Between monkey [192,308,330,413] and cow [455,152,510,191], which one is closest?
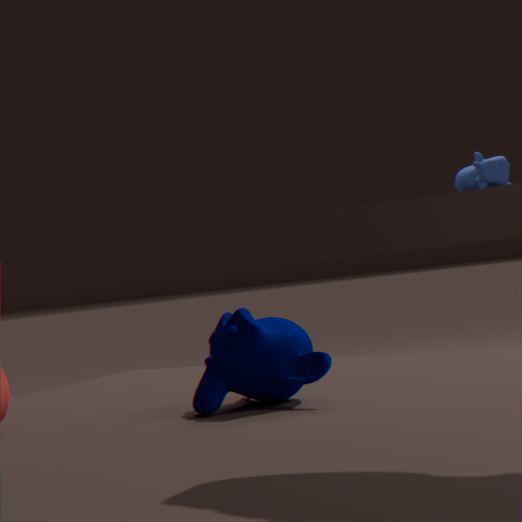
monkey [192,308,330,413]
